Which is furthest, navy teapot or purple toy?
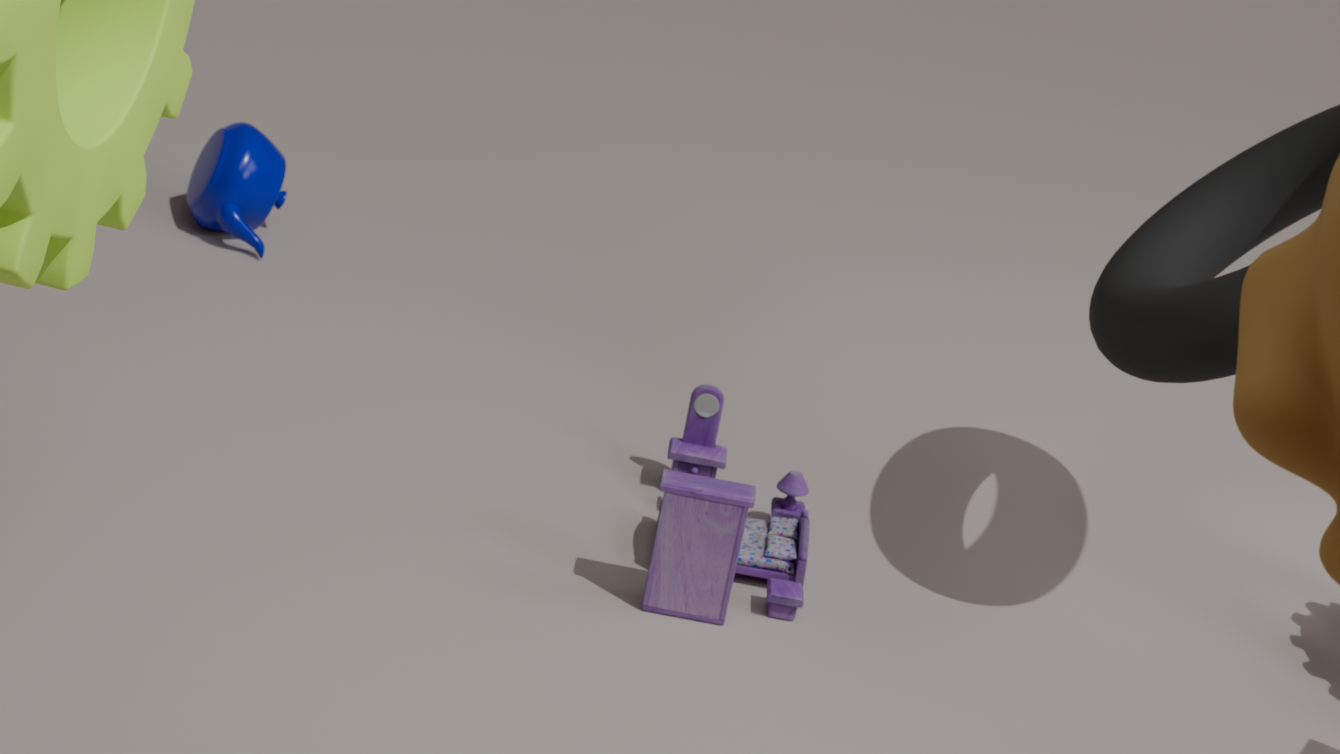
navy teapot
